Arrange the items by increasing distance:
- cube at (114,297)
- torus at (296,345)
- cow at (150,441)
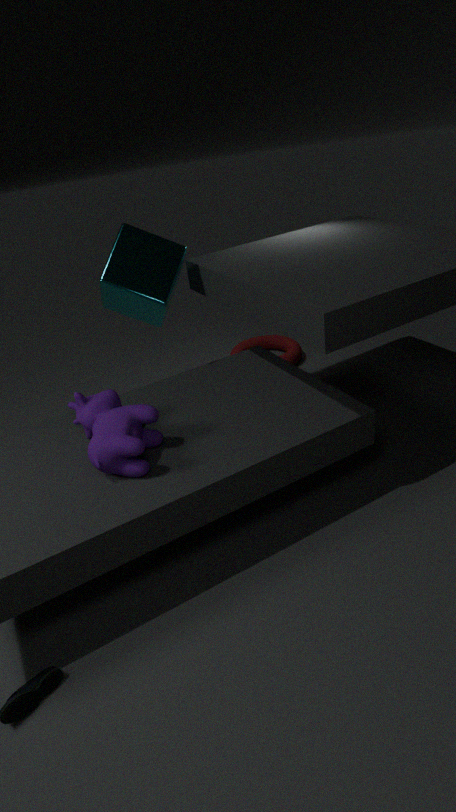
1. cow at (150,441)
2. cube at (114,297)
3. torus at (296,345)
